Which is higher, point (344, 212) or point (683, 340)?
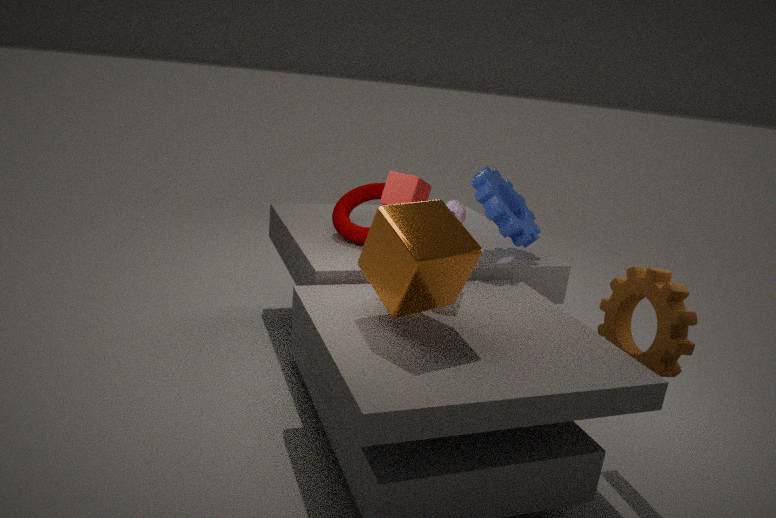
point (344, 212)
